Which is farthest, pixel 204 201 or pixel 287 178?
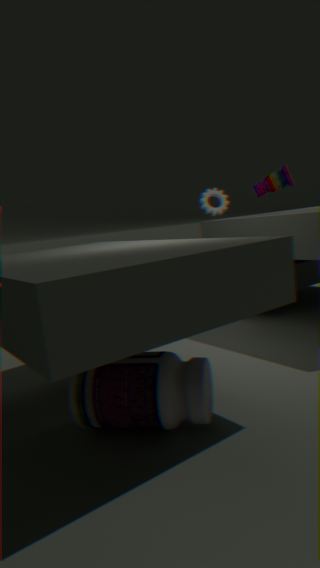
pixel 204 201
